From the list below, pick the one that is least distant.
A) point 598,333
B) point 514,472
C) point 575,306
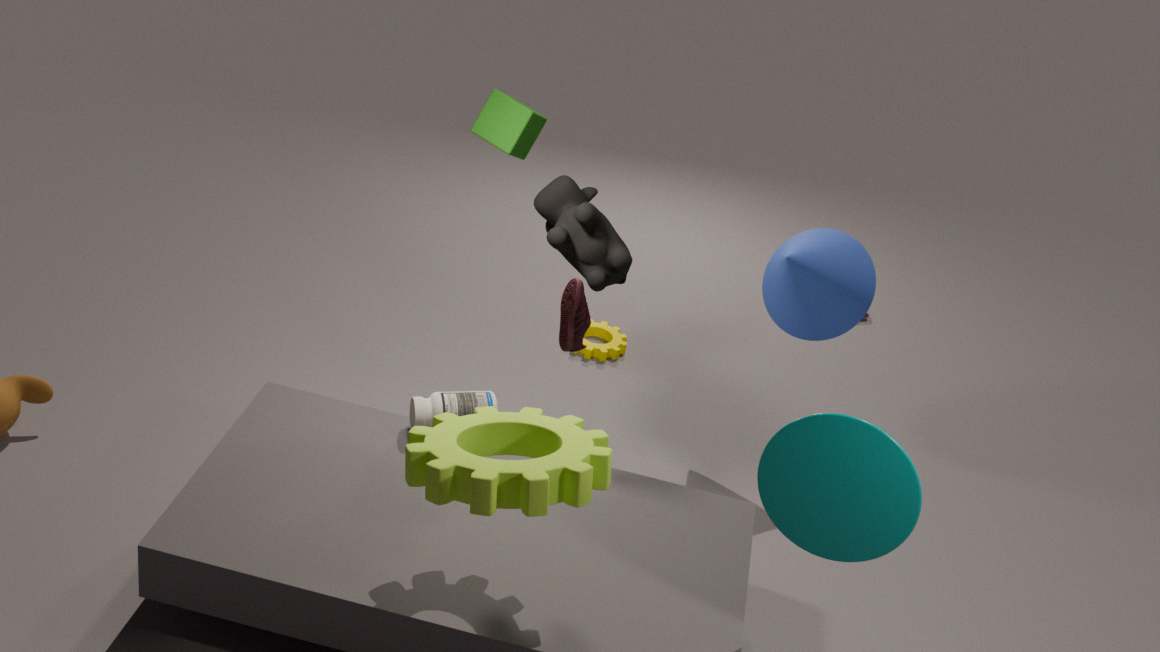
point 514,472
